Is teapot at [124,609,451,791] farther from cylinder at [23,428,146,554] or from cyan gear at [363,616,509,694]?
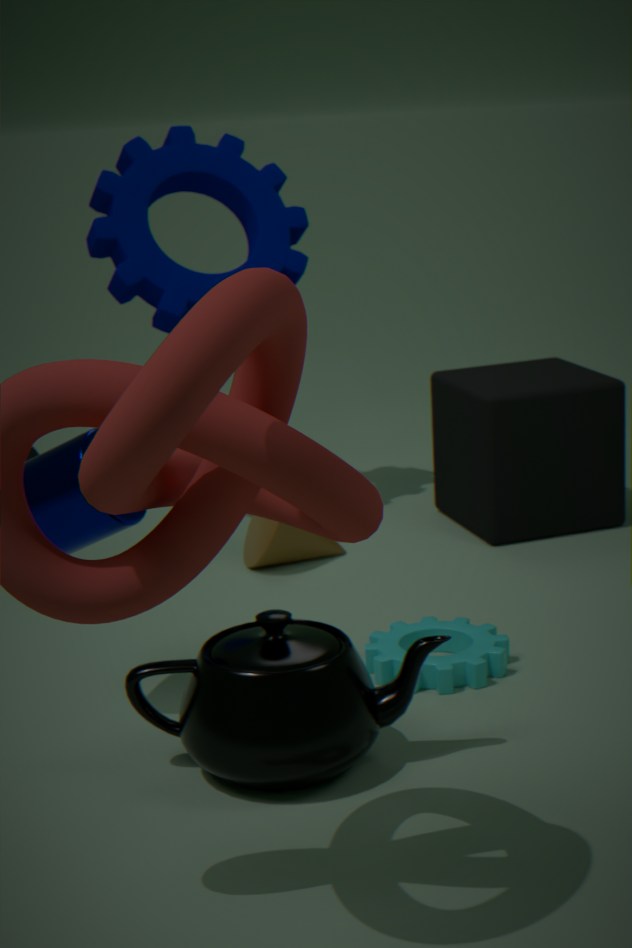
cylinder at [23,428,146,554]
